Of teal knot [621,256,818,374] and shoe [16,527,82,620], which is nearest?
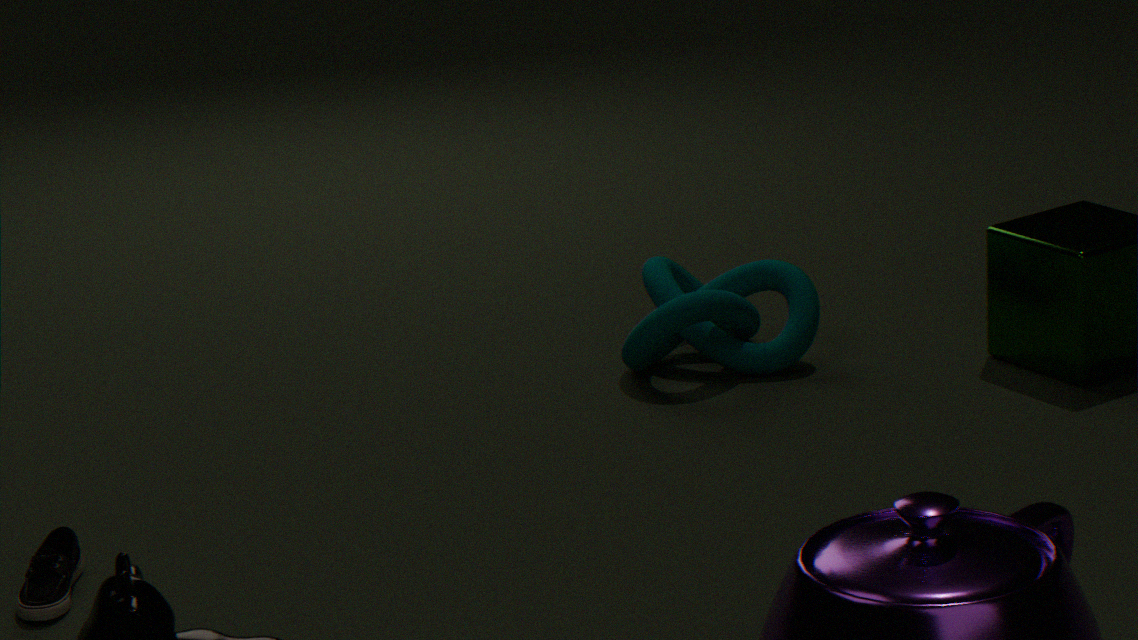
shoe [16,527,82,620]
